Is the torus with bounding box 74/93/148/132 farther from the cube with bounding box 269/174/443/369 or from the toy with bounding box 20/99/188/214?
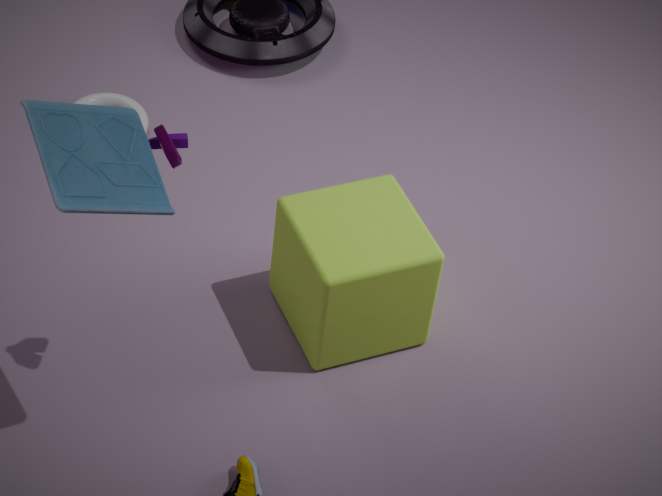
the toy with bounding box 20/99/188/214
